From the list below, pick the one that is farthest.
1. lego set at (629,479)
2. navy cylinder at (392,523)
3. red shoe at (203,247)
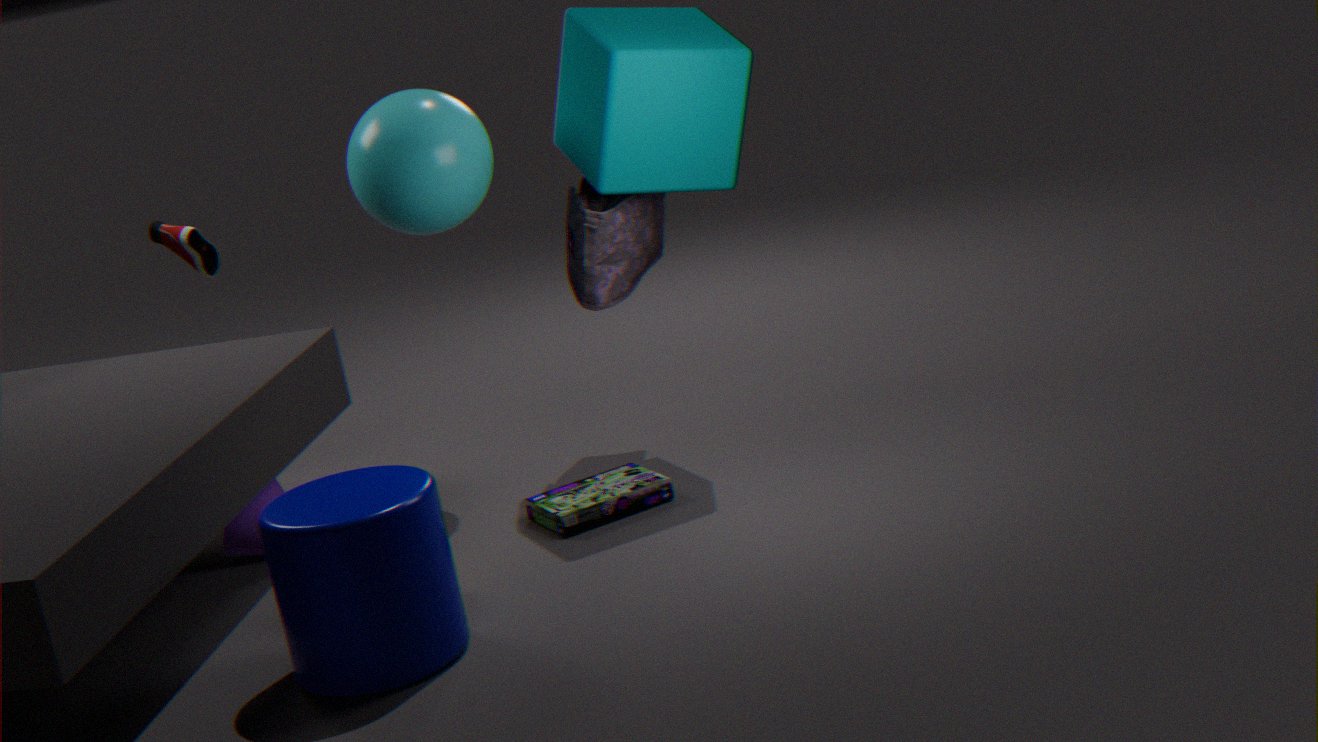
red shoe at (203,247)
